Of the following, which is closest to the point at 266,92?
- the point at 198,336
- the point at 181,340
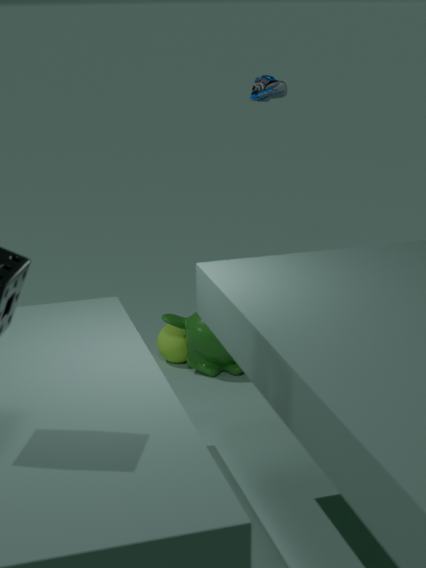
the point at 198,336
